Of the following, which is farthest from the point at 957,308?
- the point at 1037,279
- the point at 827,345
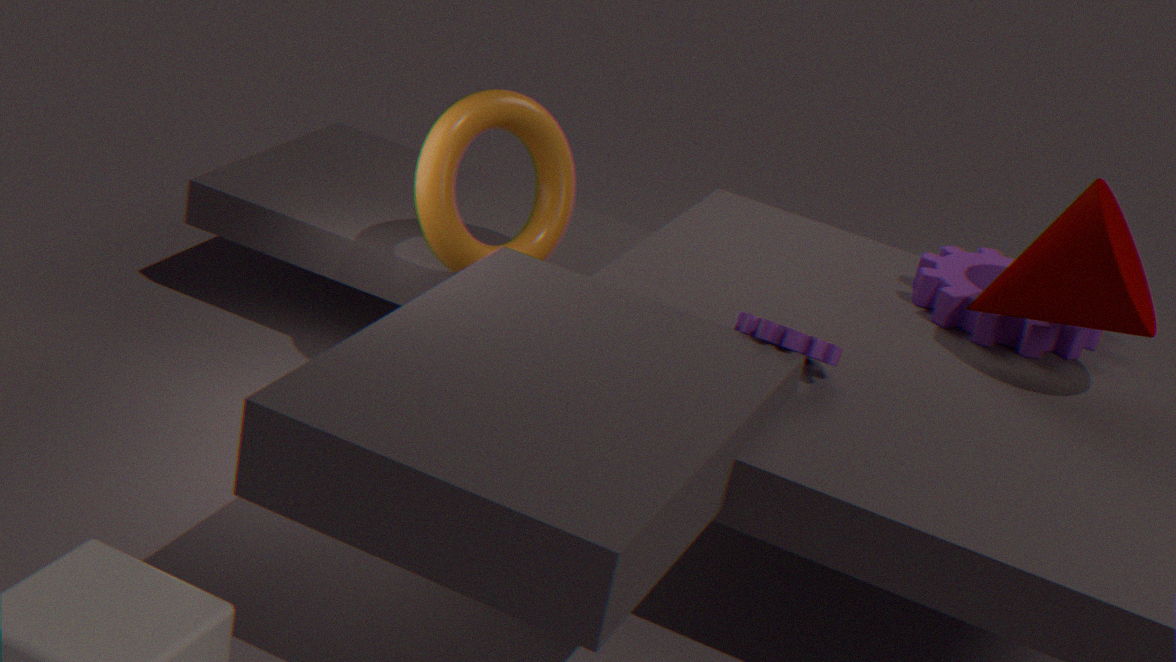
the point at 827,345
